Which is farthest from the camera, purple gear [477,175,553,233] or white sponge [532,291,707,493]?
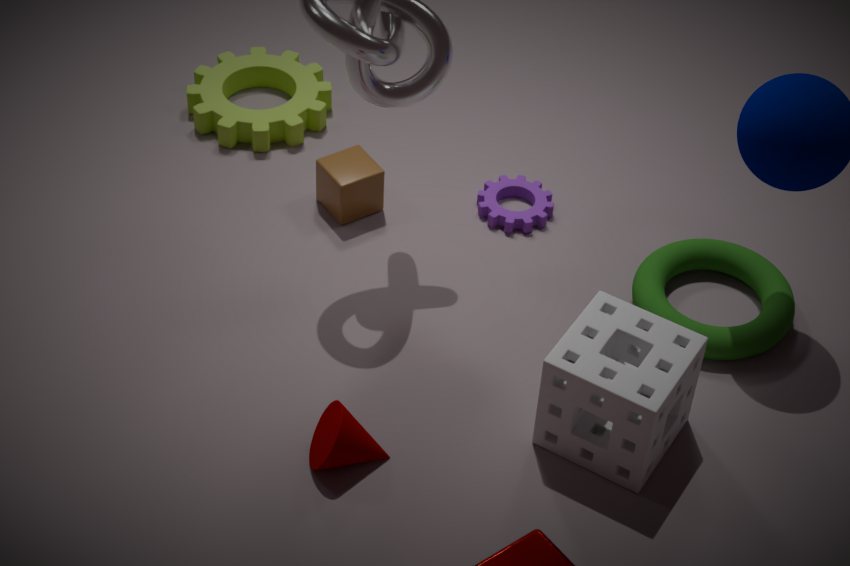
purple gear [477,175,553,233]
